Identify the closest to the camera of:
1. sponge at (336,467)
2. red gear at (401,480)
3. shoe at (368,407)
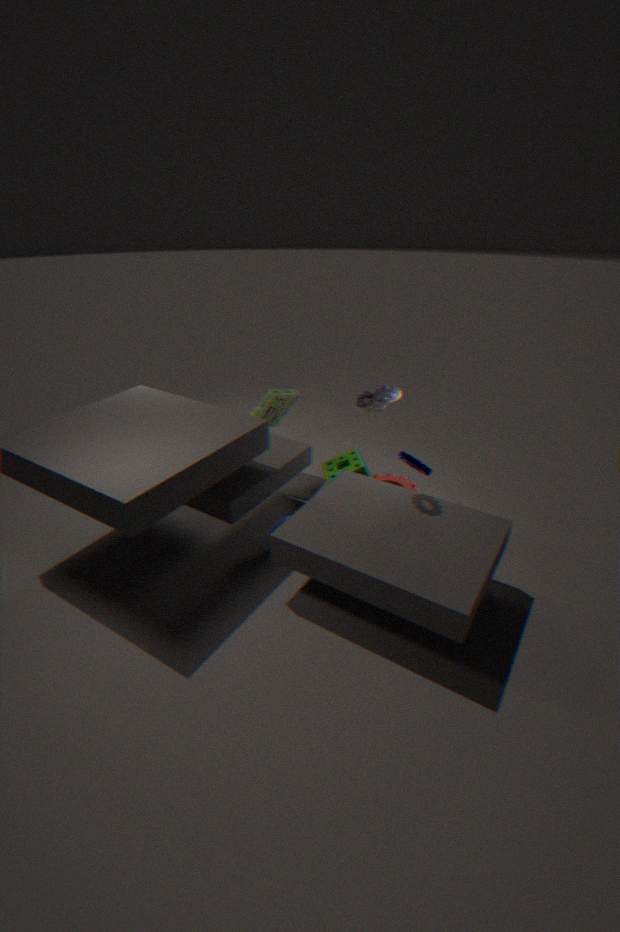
shoe at (368,407)
